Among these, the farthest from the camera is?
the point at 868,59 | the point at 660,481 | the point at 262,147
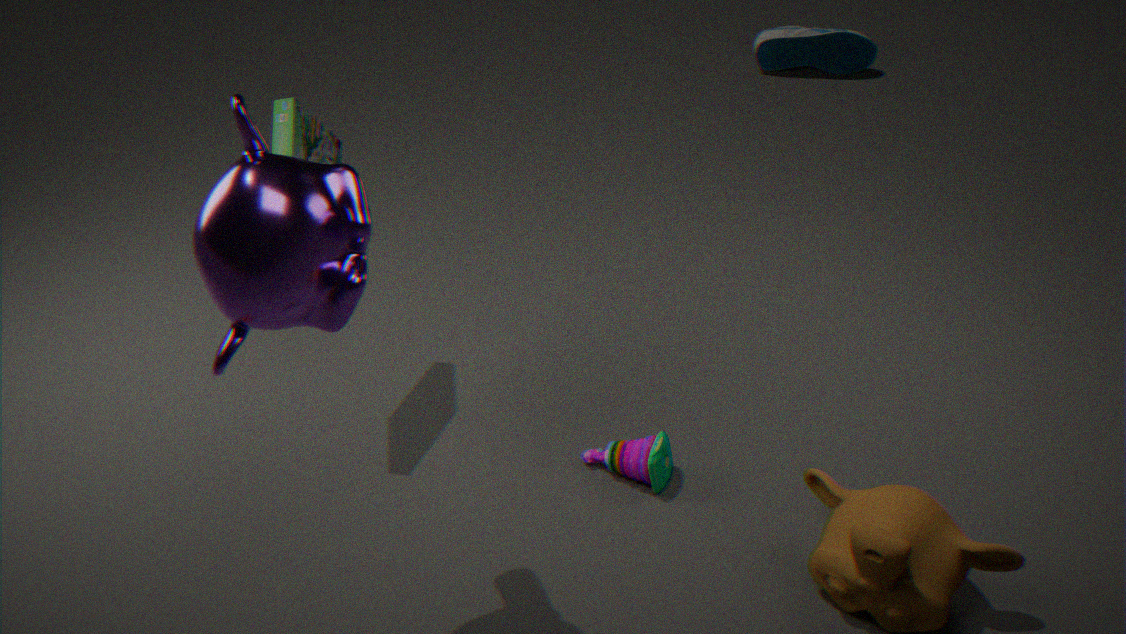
the point at 868,59
